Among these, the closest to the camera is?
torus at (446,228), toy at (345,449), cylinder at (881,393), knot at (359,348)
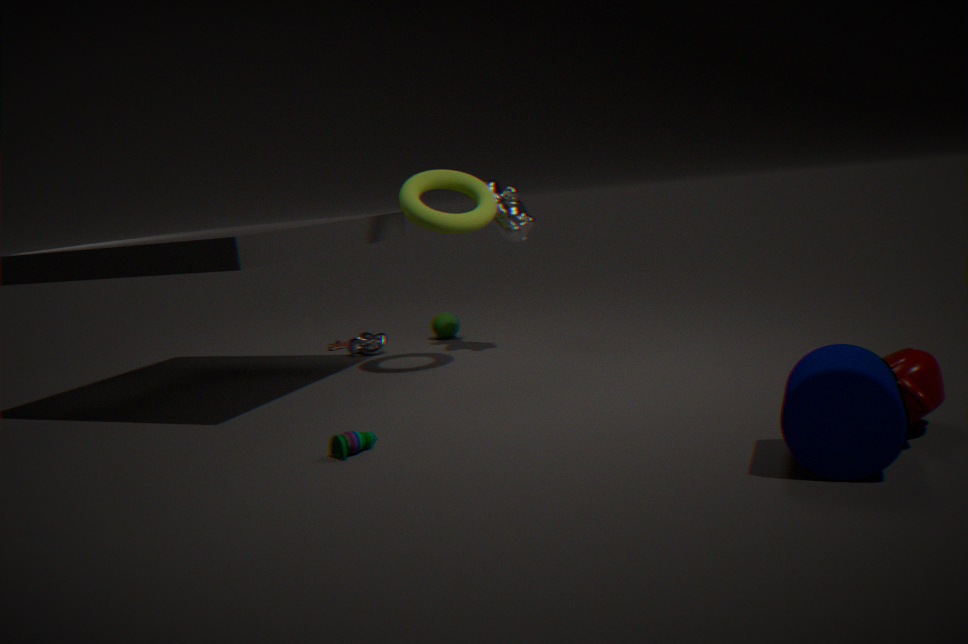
cylinder at (881,393)
